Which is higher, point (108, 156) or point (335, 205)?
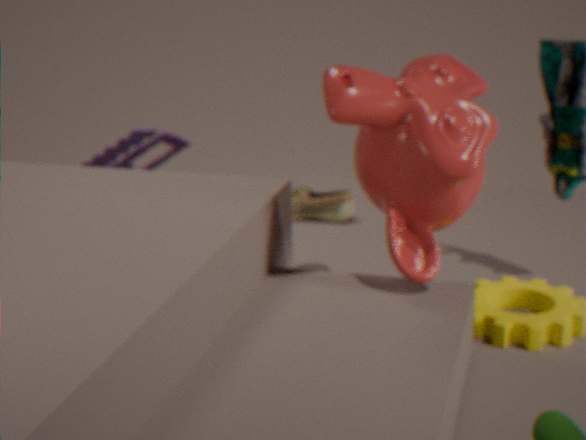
point (108, 156)
